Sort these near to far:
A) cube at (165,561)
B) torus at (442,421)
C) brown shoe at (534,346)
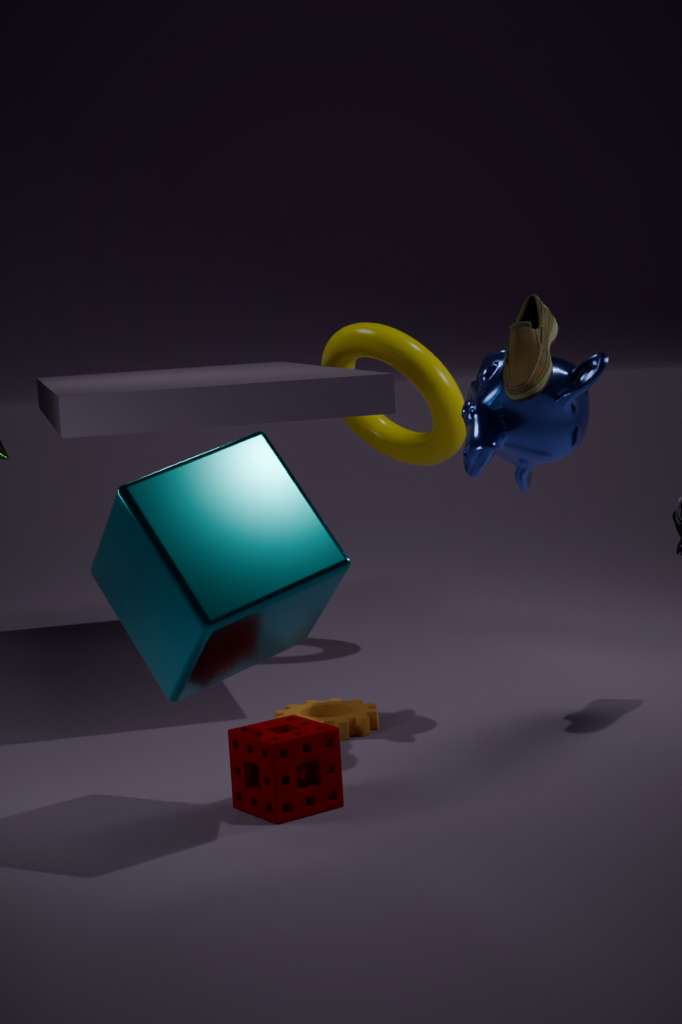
cube at (165,561), brown shoe at (534,346), torus at (442,421)
